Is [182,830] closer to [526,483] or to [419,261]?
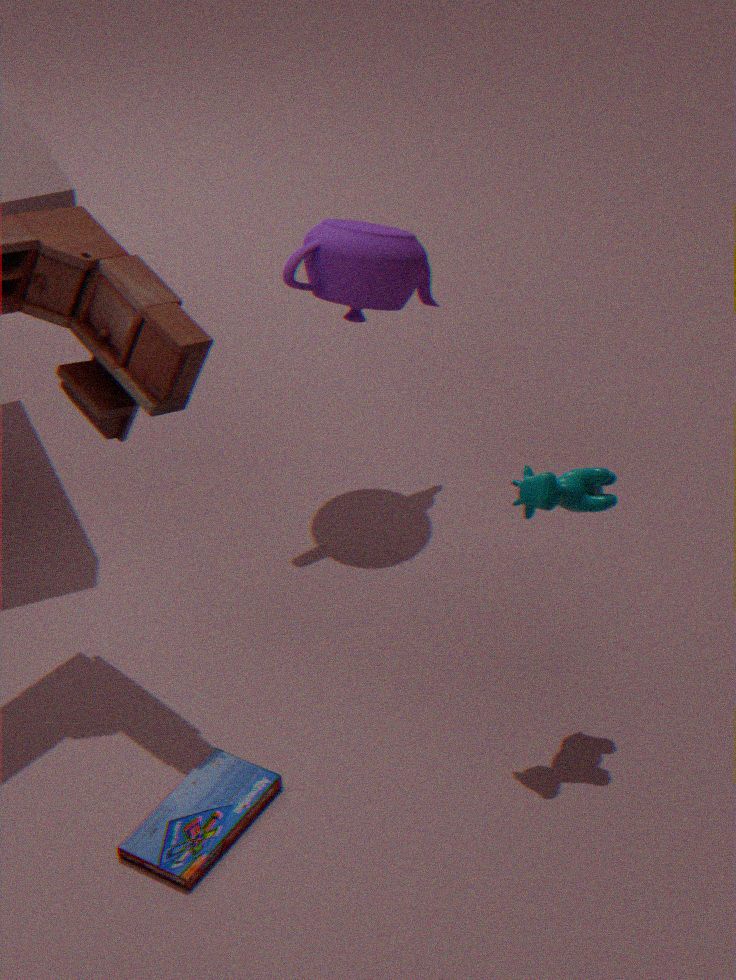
[526,483]
